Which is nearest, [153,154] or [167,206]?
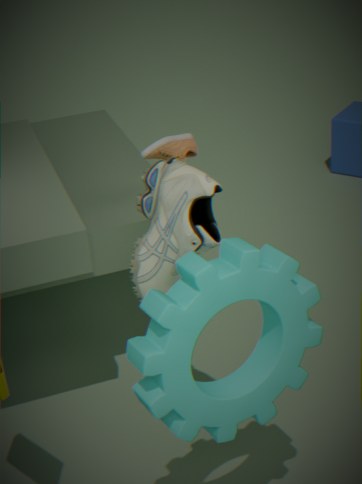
[167,206]
